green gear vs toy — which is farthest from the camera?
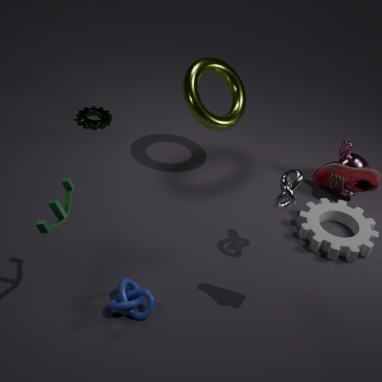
green gear
